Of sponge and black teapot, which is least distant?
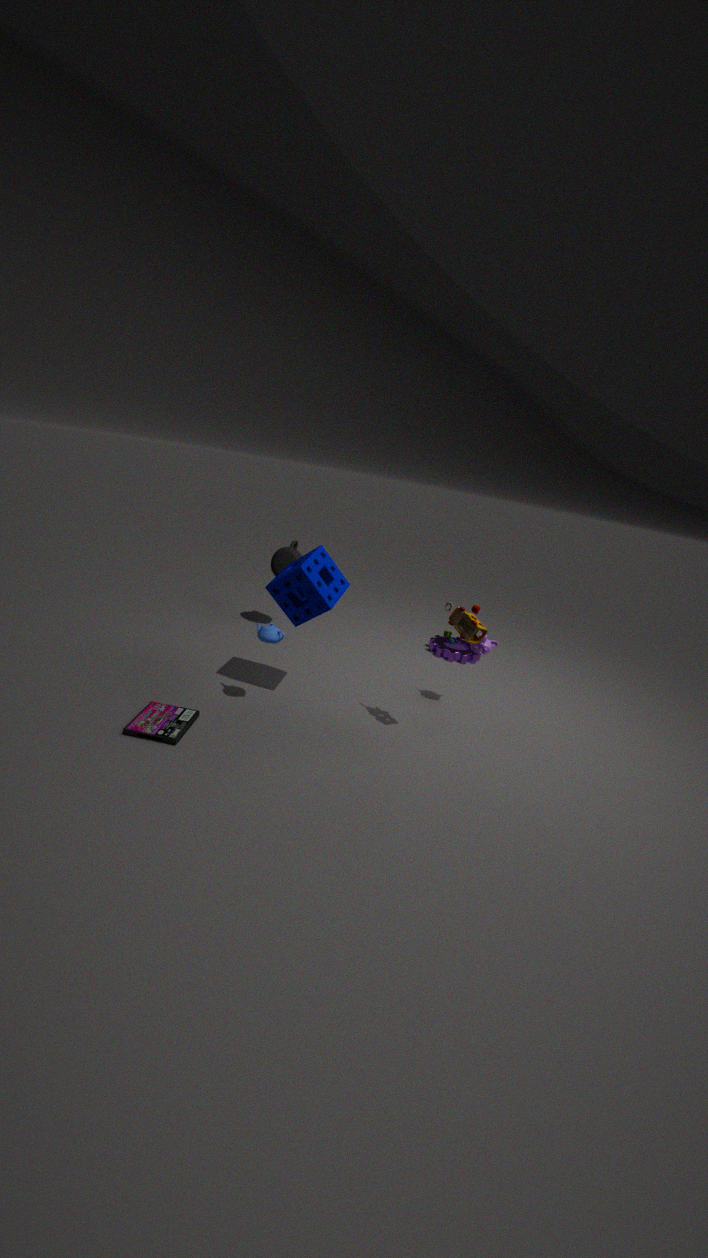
sponge
